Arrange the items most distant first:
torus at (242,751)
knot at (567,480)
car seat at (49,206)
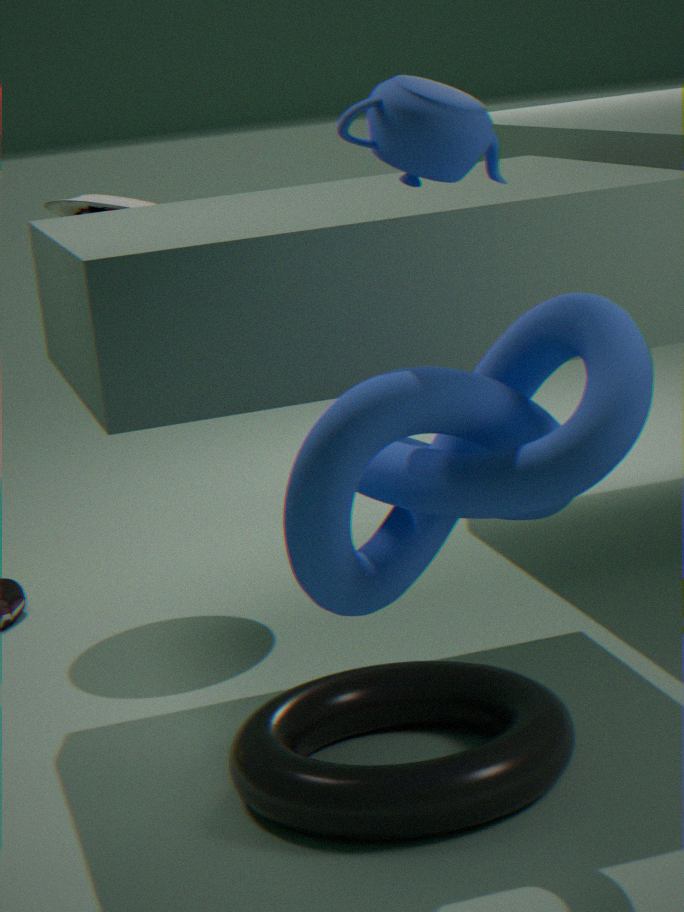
1. car seat at (49,206)
2. torus at (242,751)
3. knot at (567,480)
